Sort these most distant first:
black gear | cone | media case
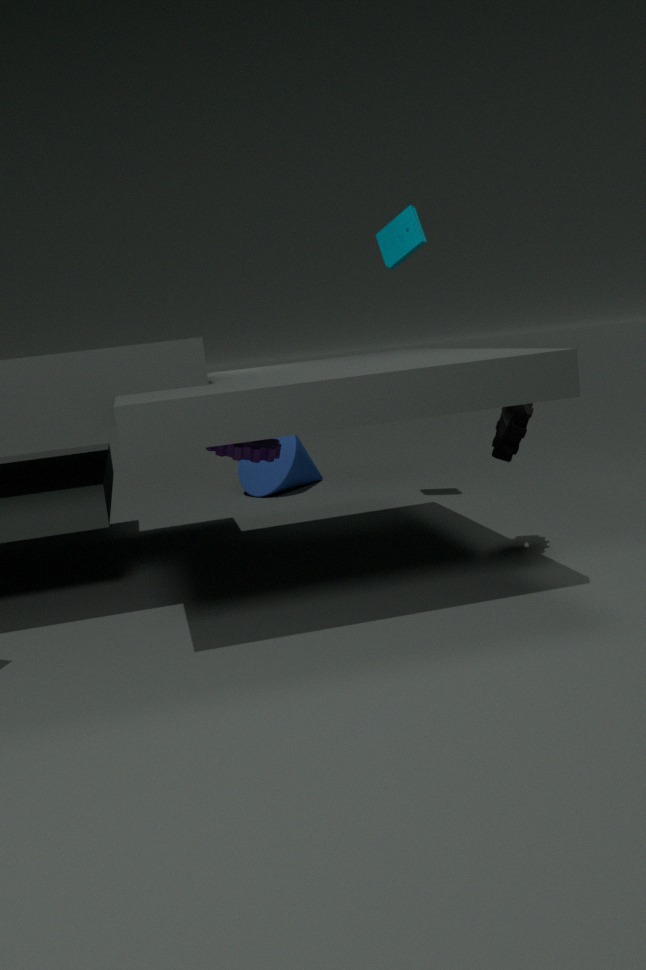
cone, media case, black gear
